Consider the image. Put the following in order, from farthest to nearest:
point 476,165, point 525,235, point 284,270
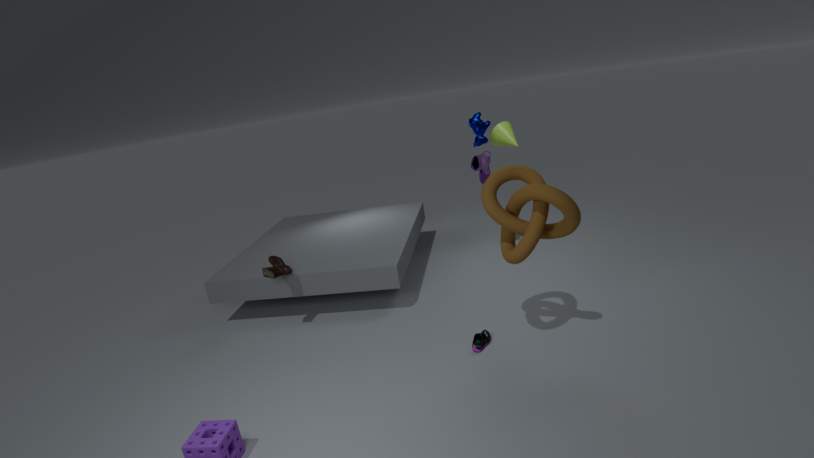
point 476,165
point 284,270
point 525,235
